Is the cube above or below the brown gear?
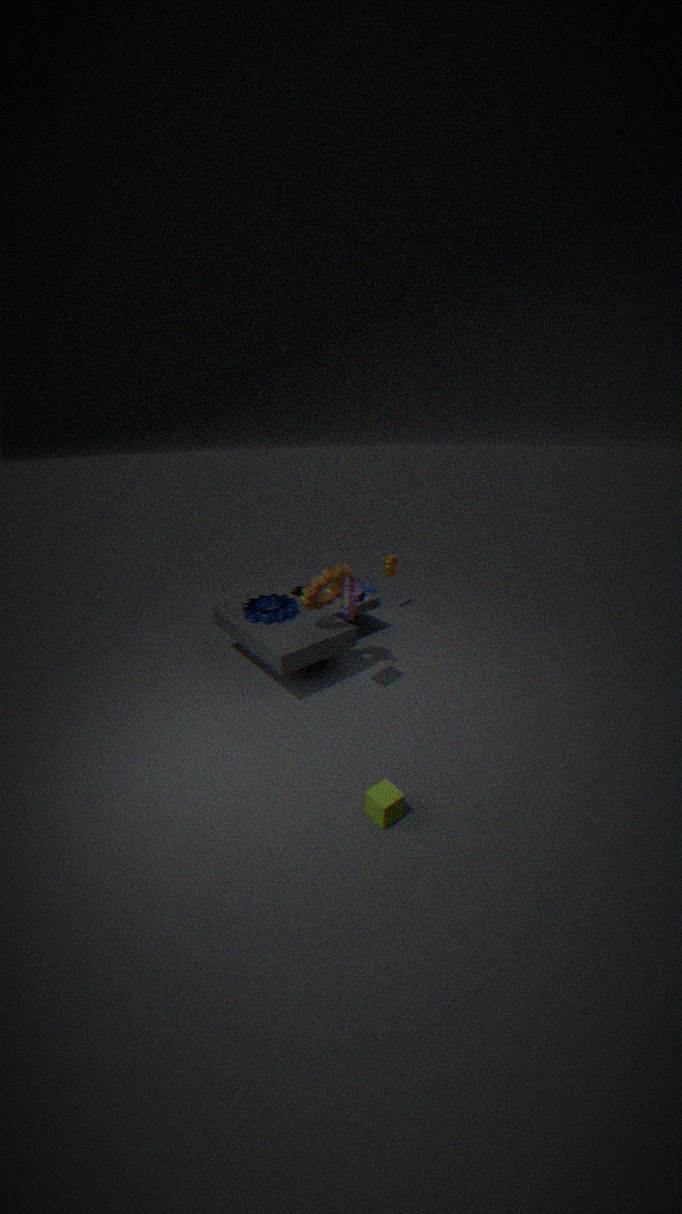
below
